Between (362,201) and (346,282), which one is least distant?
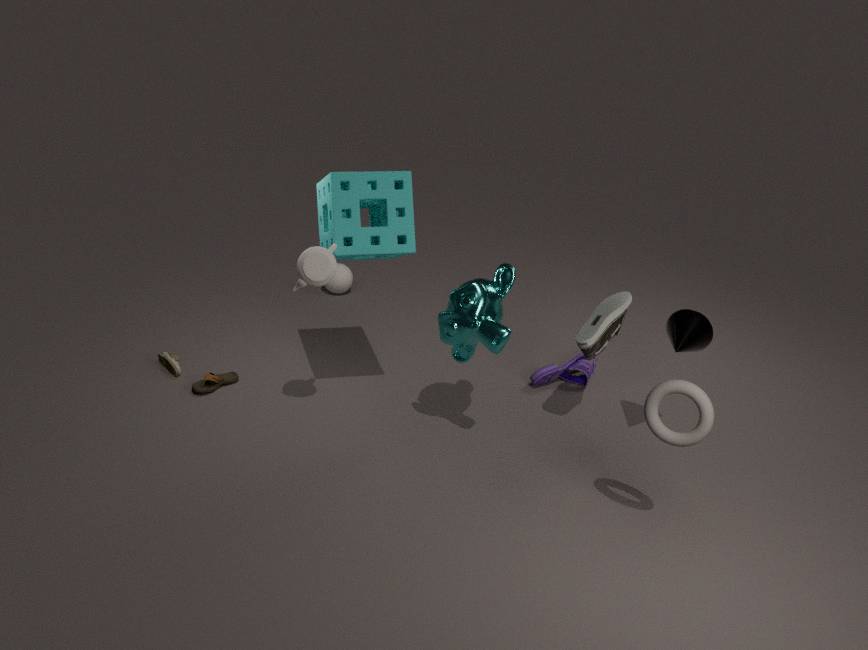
(362,201)
